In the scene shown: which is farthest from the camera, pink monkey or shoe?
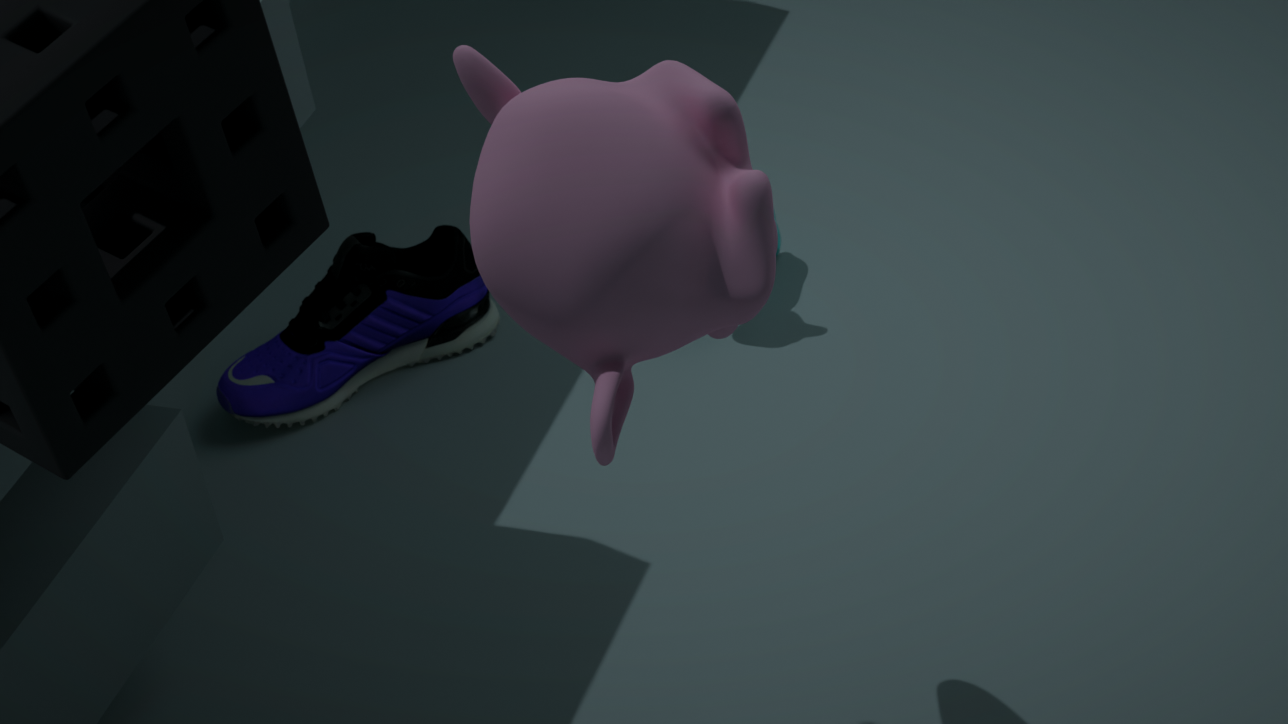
shoe
